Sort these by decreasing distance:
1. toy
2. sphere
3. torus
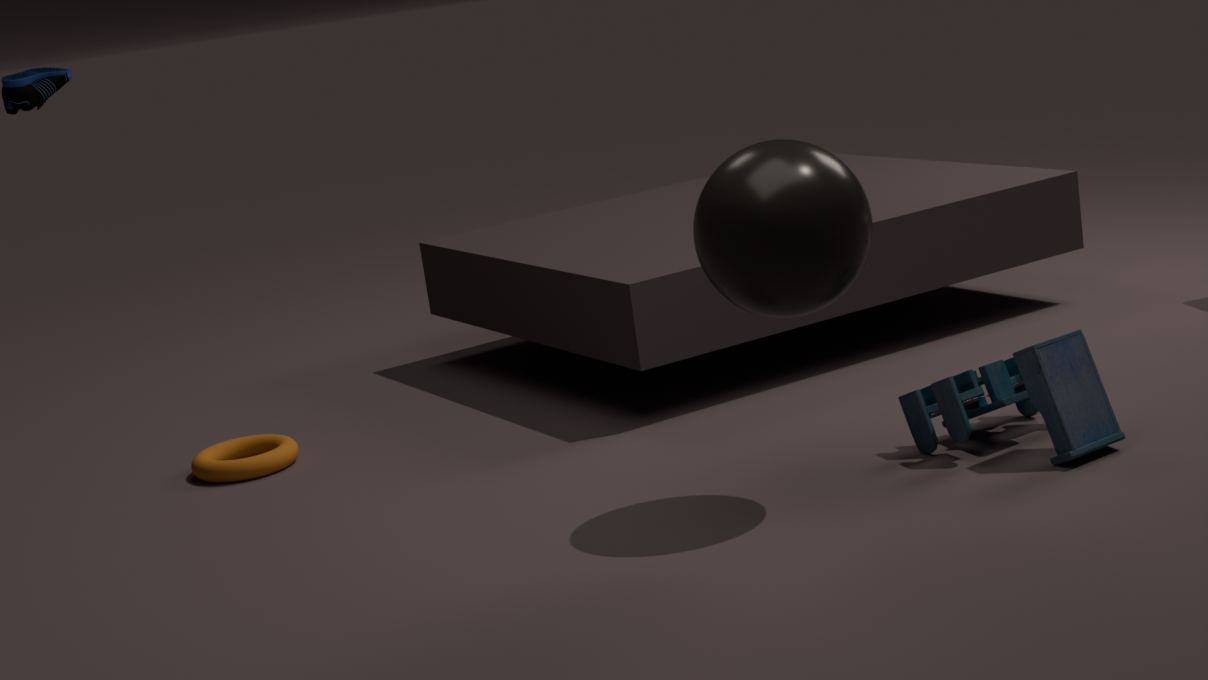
torus → toy → sphere
